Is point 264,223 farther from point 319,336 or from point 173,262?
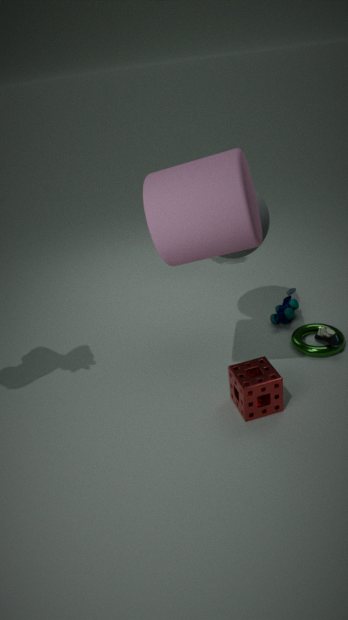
point 319,336
